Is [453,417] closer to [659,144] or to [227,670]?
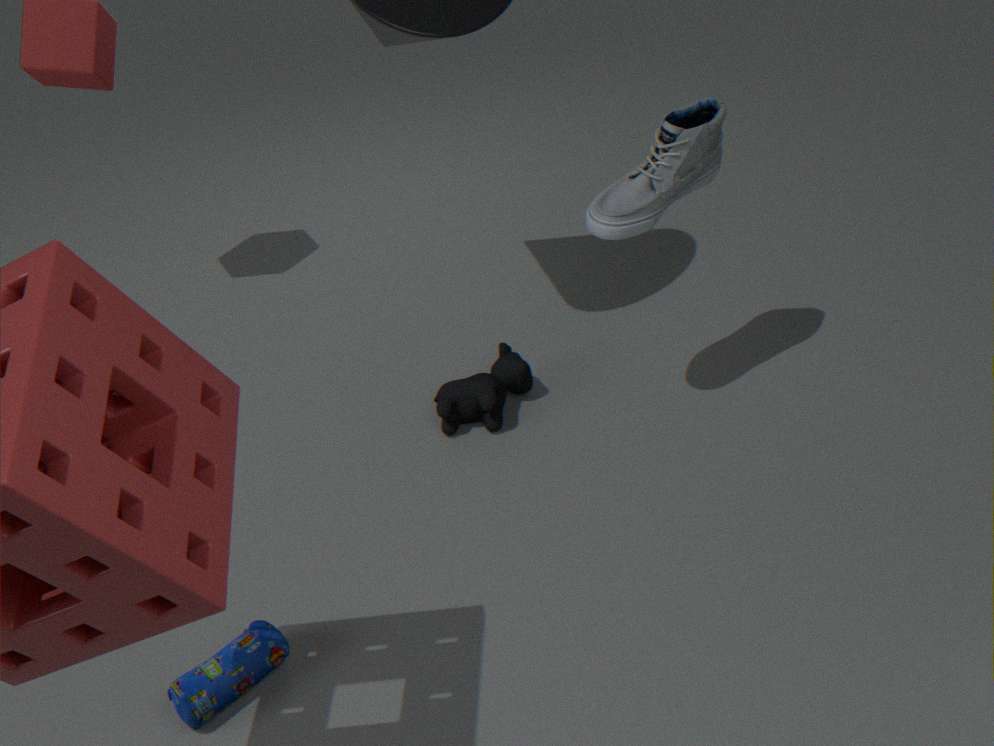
[659,144]
